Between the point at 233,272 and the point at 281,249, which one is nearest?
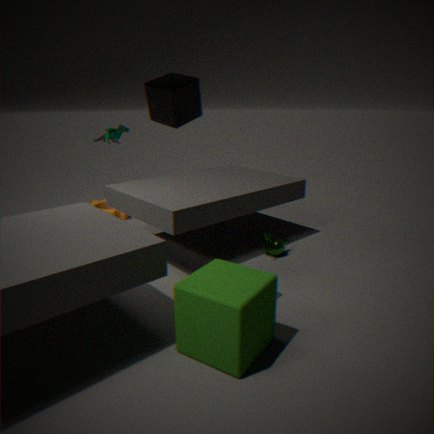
the point at 233,272
